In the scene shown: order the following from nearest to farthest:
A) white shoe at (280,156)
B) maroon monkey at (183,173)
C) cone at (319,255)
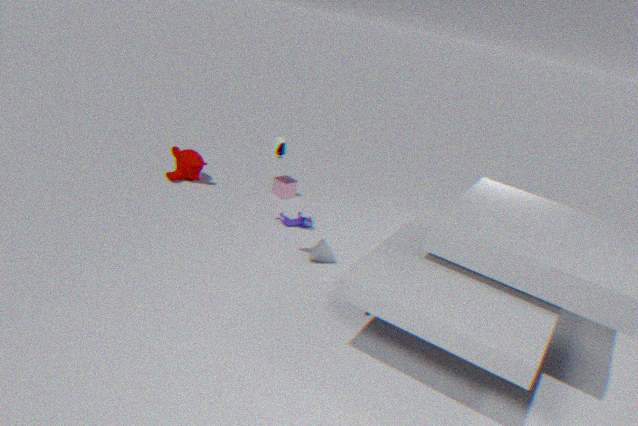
1. A. white shoe at (280,156)
2. C. cone at (319,255)
3. B. maroon monkey at (183,173)
